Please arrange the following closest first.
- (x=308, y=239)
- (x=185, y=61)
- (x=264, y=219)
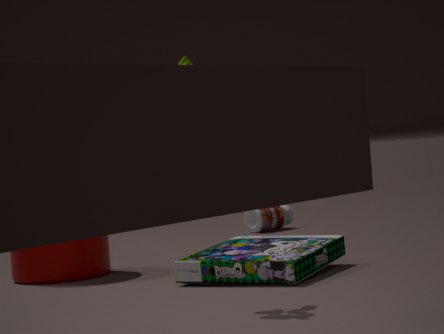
(x=185, y=61), (x=308, y=239), (x=264, y=219)
